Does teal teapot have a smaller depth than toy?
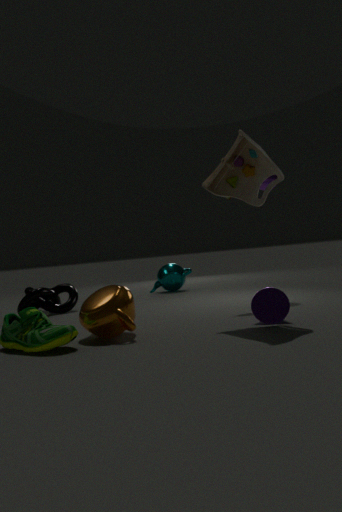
No
